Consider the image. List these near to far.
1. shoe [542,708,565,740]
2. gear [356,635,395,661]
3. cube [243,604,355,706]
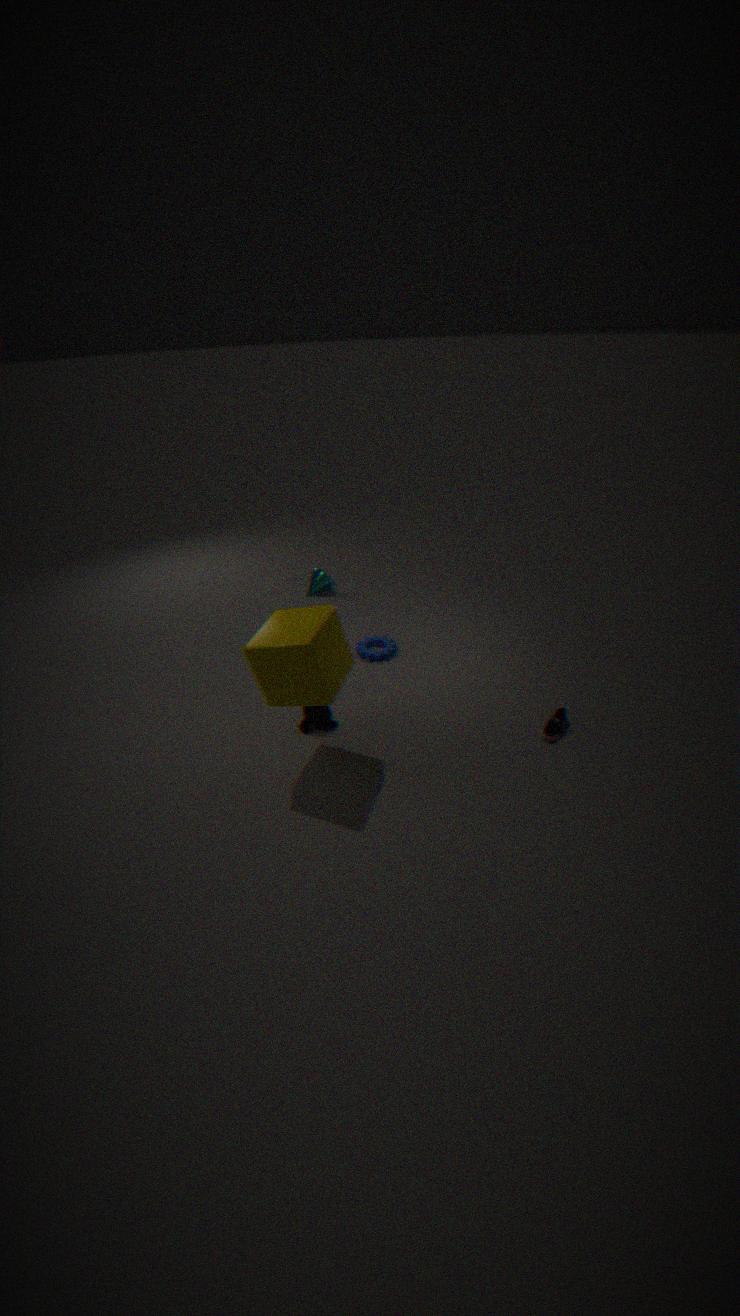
cube [243,604,355,706], shoe [542,708,565,740], gear [356,635,395,661]
